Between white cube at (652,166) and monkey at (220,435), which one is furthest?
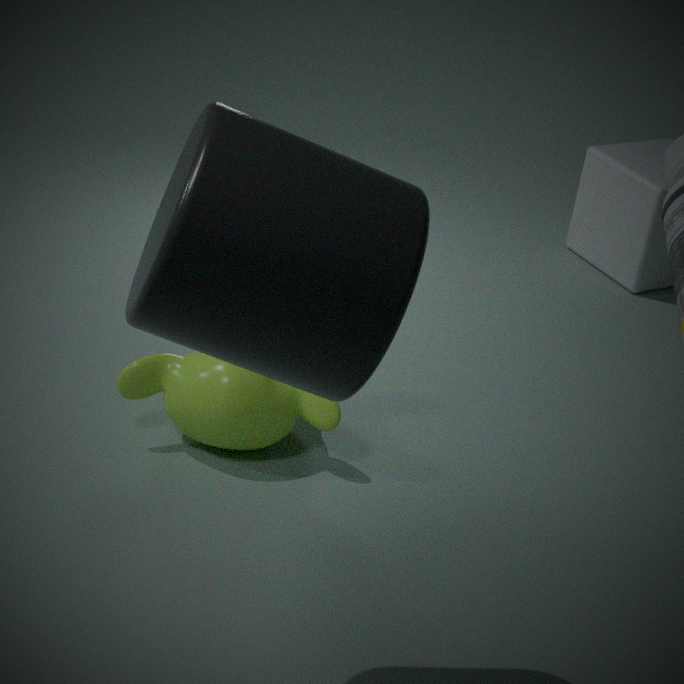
white cube at (652,166)
